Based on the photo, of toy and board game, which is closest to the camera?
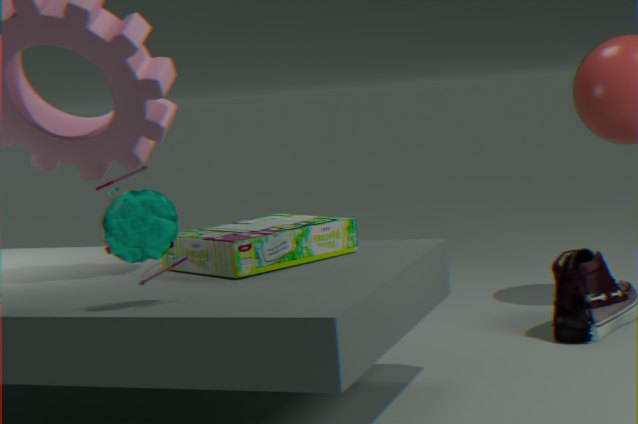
toy
